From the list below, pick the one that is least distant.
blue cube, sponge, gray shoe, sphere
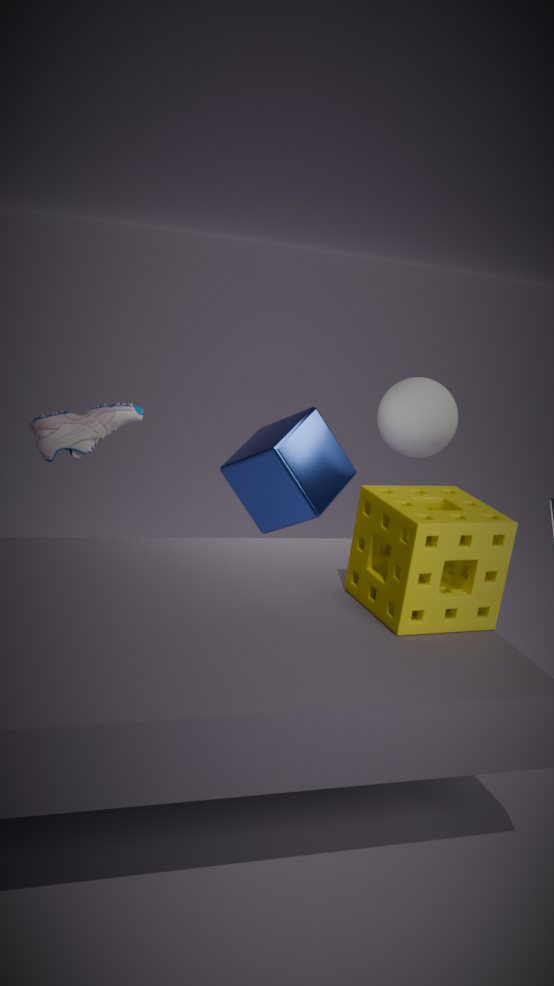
sponge
